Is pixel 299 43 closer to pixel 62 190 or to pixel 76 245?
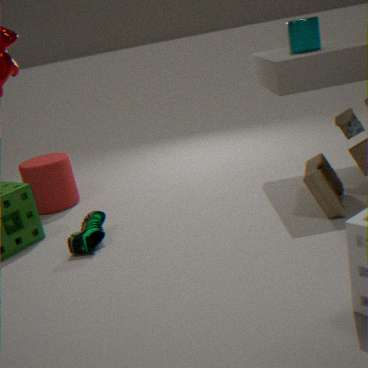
pixel 76 245
